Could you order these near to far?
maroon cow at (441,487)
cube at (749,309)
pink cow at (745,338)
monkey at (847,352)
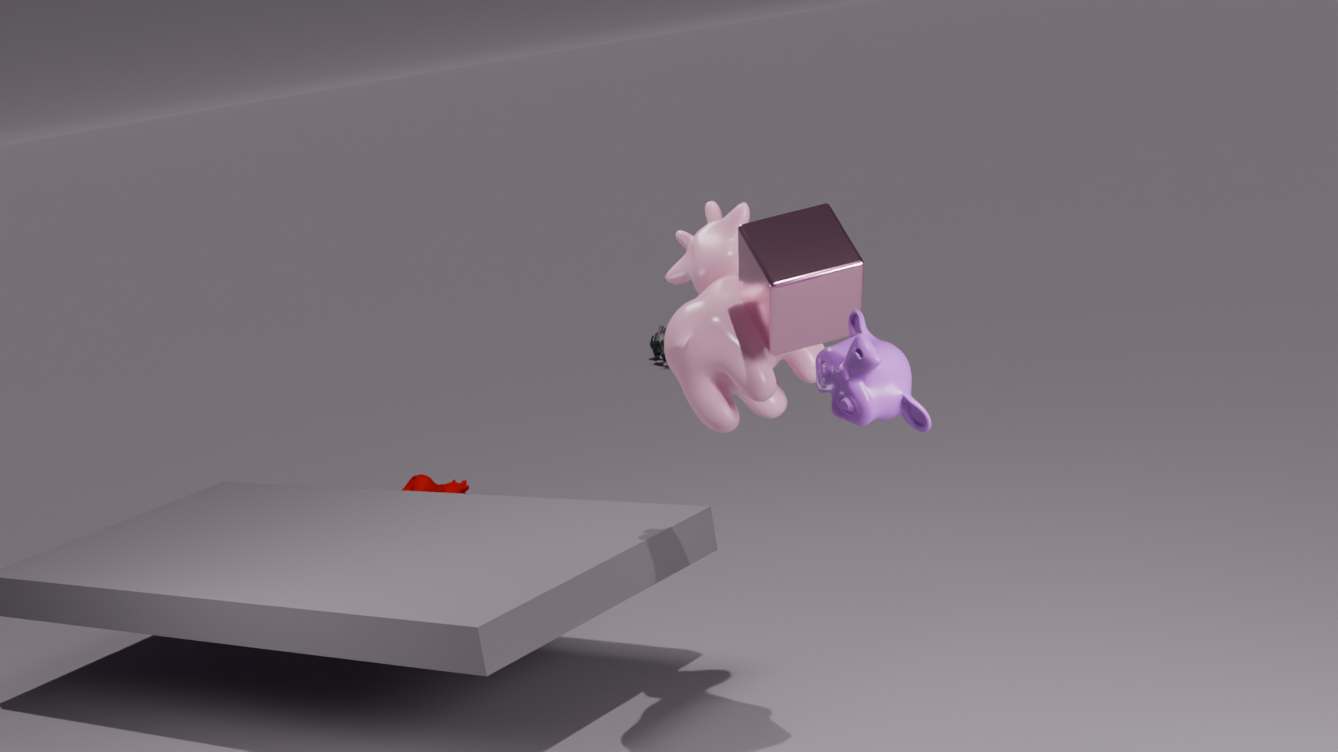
monkey at (847,352) < cube at (749,309) < pink cow at (745,338) < maroon cow at (441,487)
